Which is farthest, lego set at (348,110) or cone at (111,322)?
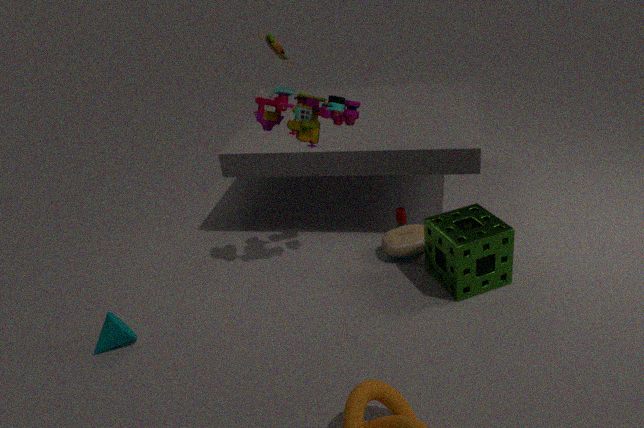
cone at (111,322)
